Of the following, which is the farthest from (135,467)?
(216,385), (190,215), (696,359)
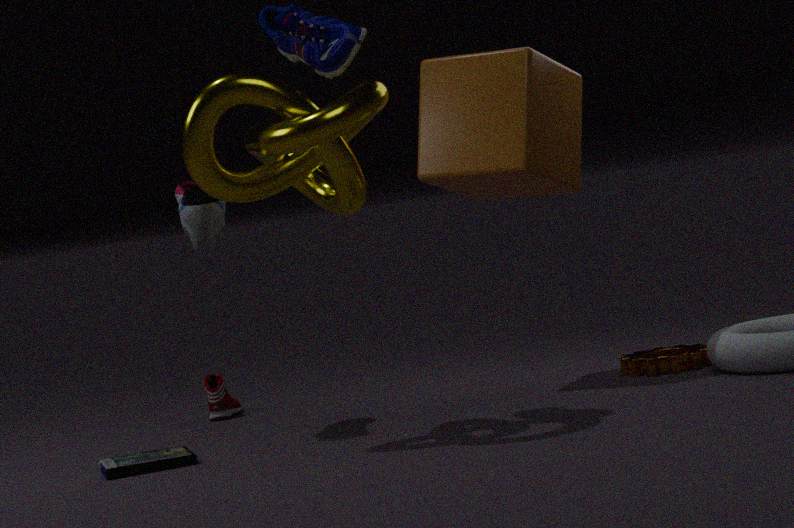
(696,359)
